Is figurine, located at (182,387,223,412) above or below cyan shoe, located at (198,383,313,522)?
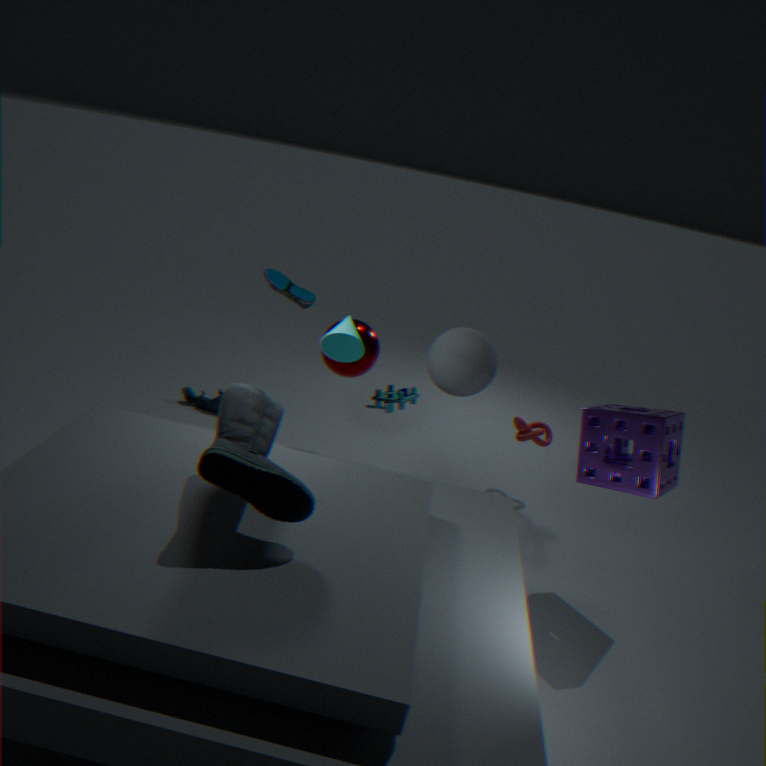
below
